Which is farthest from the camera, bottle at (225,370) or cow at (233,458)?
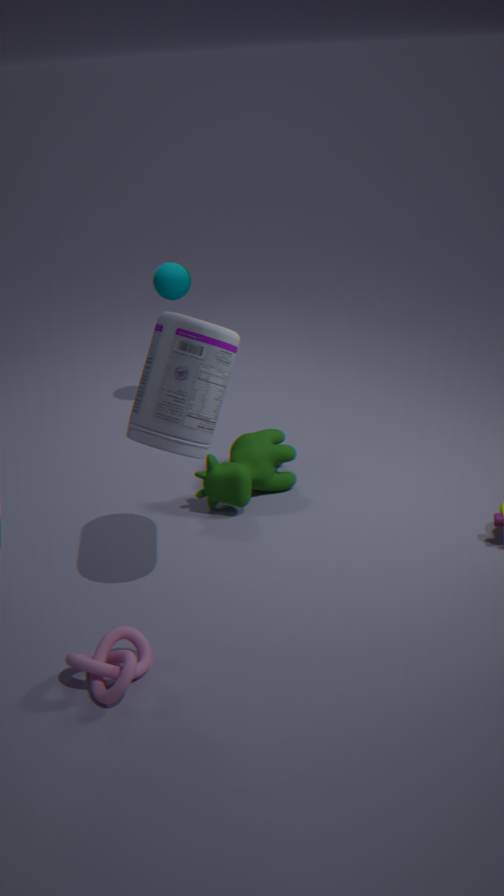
cow at (233,458)
